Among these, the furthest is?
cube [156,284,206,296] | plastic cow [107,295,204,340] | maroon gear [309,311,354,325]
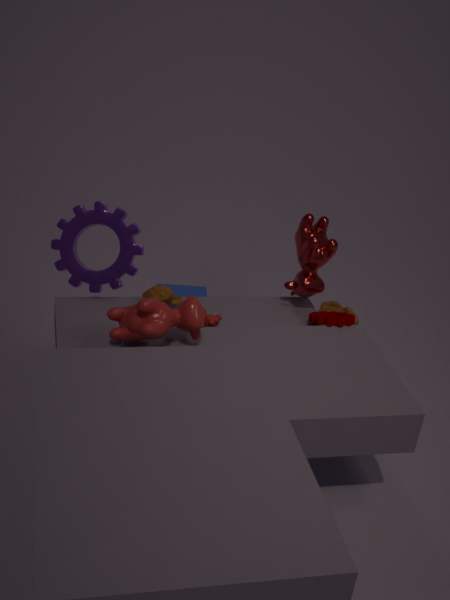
cube [156,284,206,296]
